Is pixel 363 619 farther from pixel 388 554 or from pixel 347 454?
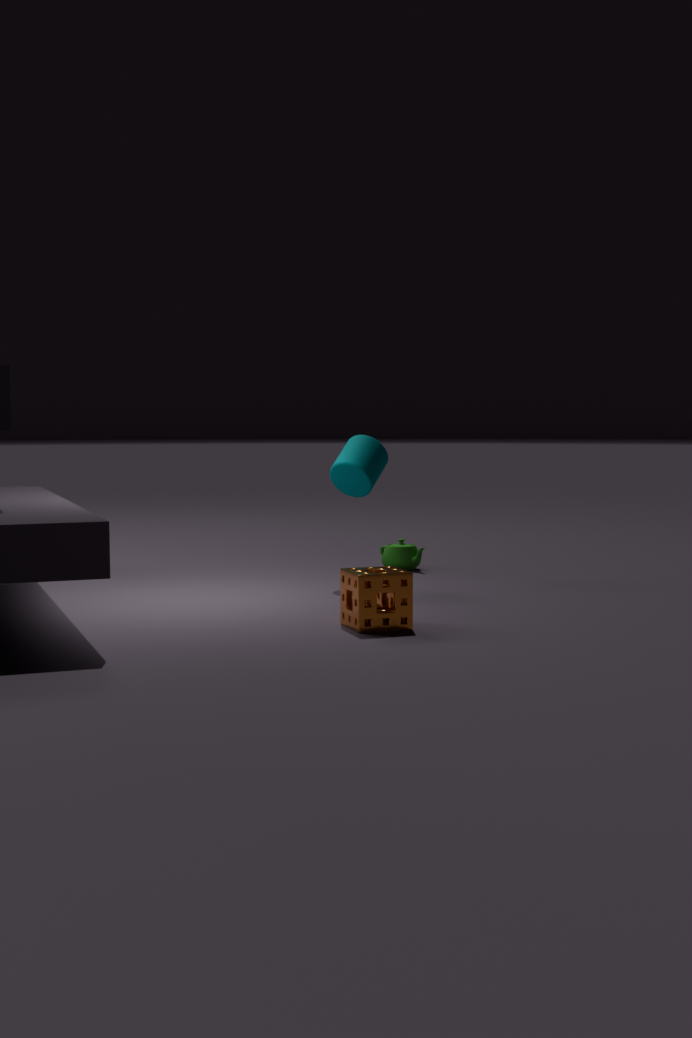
pixel 388 554
